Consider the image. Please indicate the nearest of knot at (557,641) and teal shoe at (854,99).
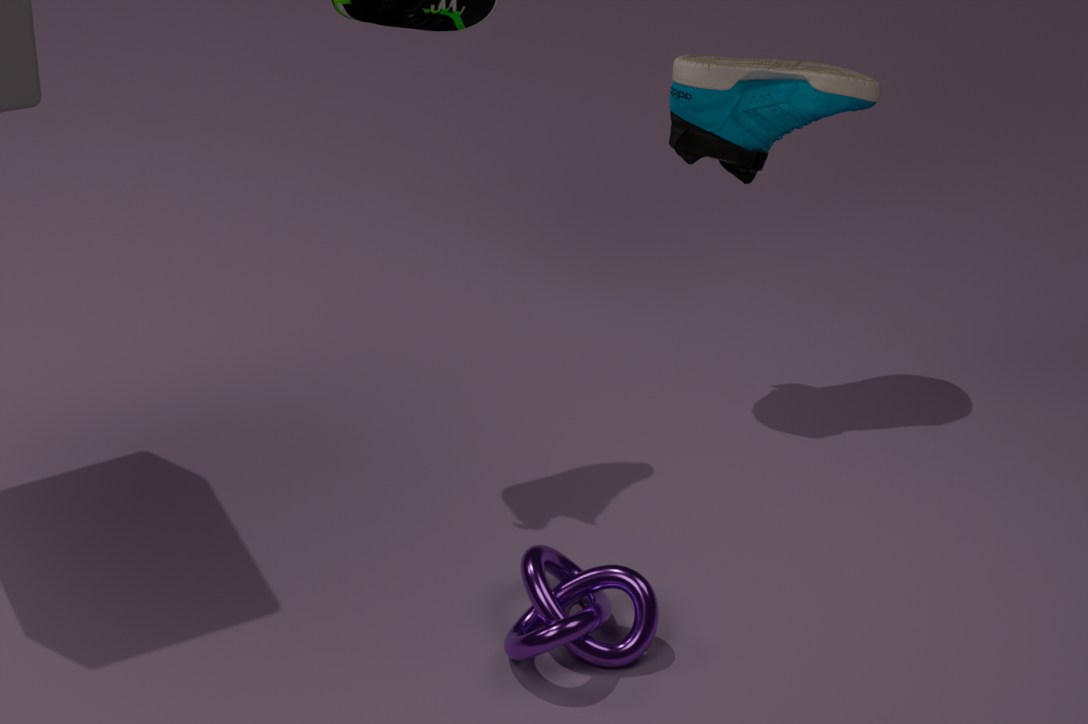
knot at (557,641)
